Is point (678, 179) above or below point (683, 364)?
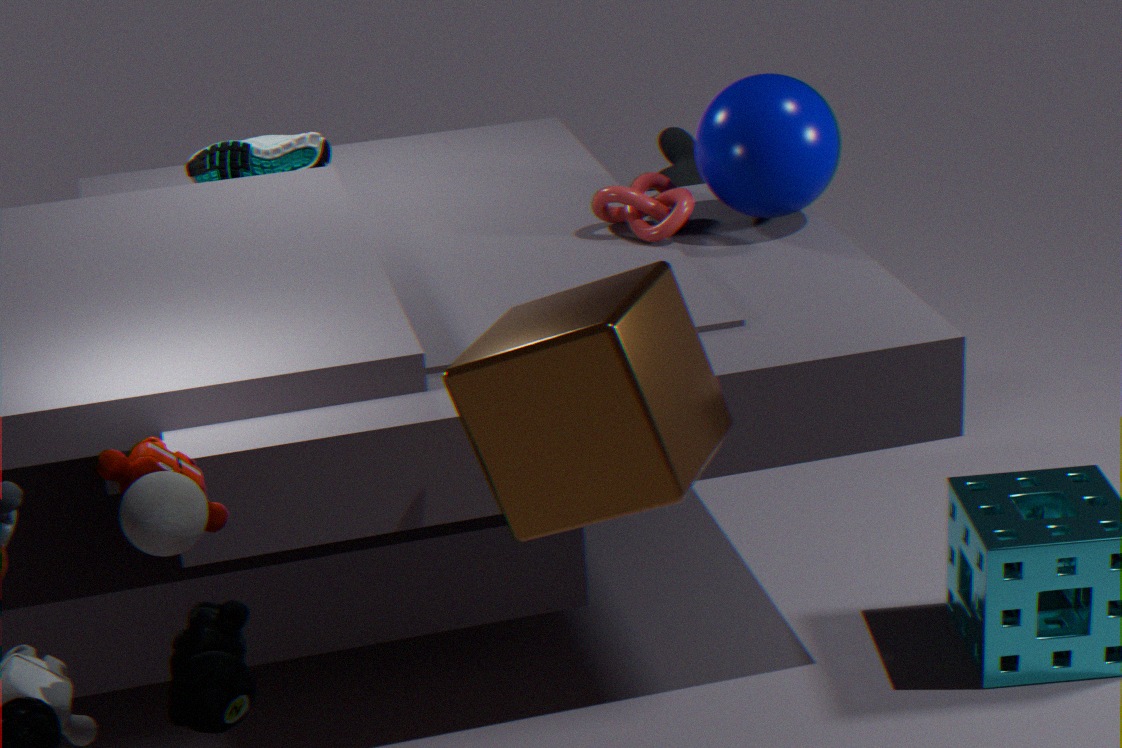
below
